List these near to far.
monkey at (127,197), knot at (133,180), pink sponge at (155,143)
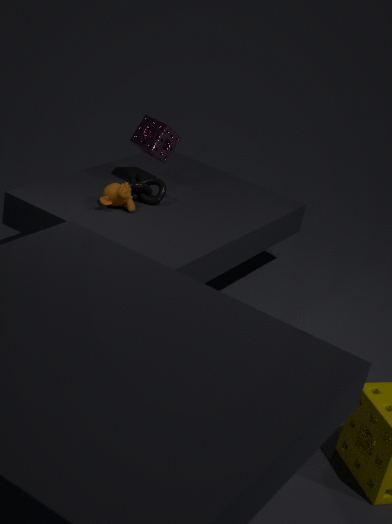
1. monkey at (127,197)
2. knot at (133,180)
3. pink sponge at (155,143)
